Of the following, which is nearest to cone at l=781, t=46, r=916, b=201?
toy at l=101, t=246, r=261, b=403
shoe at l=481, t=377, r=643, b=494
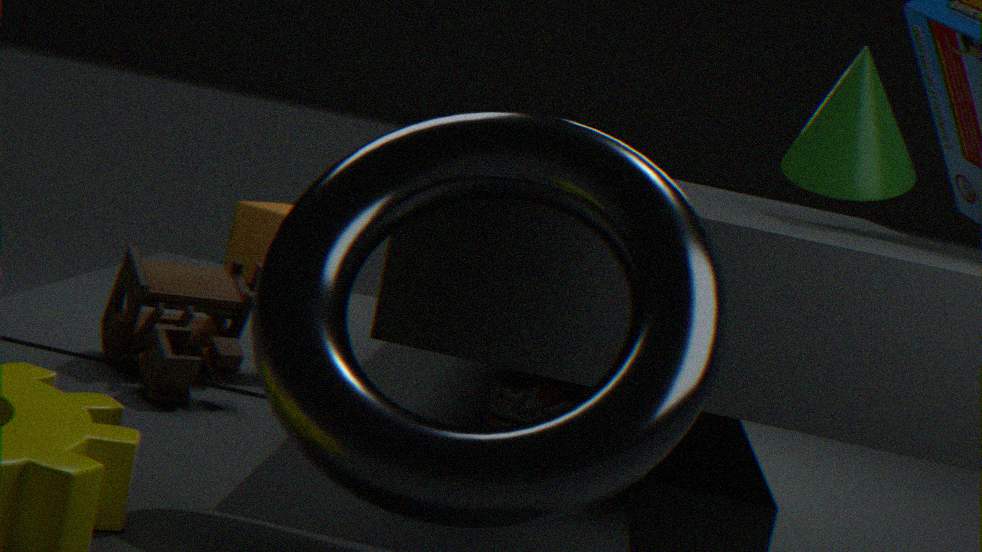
shoe at l=481, t=377, r=643, b=494
